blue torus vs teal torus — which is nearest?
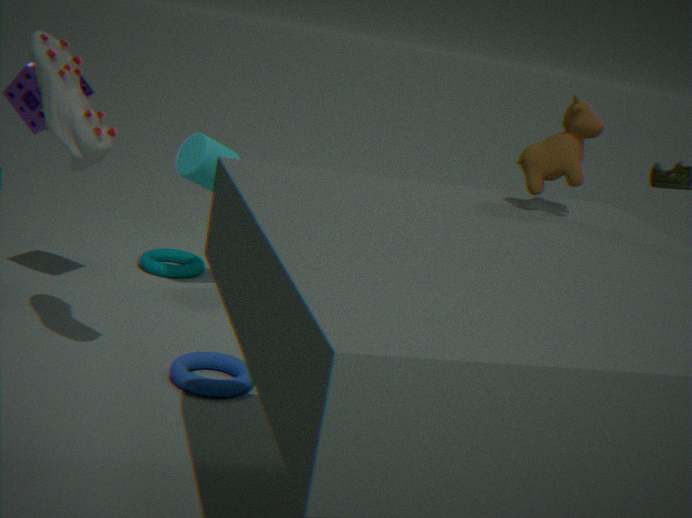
blue torus
